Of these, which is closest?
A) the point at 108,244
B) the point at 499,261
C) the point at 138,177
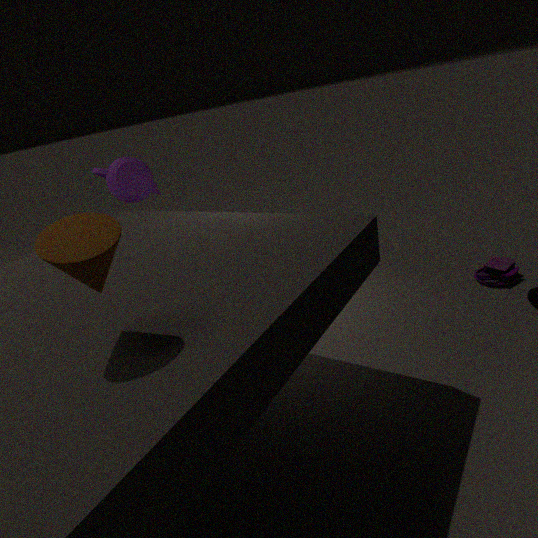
the point at 108,244
